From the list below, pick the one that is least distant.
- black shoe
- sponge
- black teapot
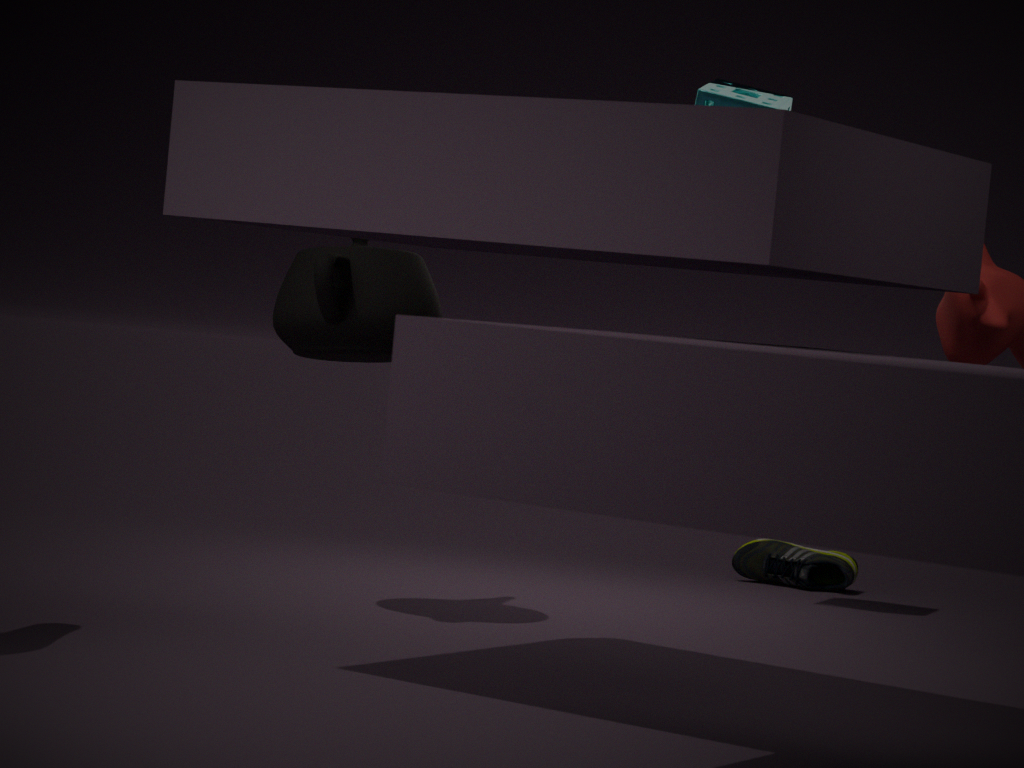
black teapot
